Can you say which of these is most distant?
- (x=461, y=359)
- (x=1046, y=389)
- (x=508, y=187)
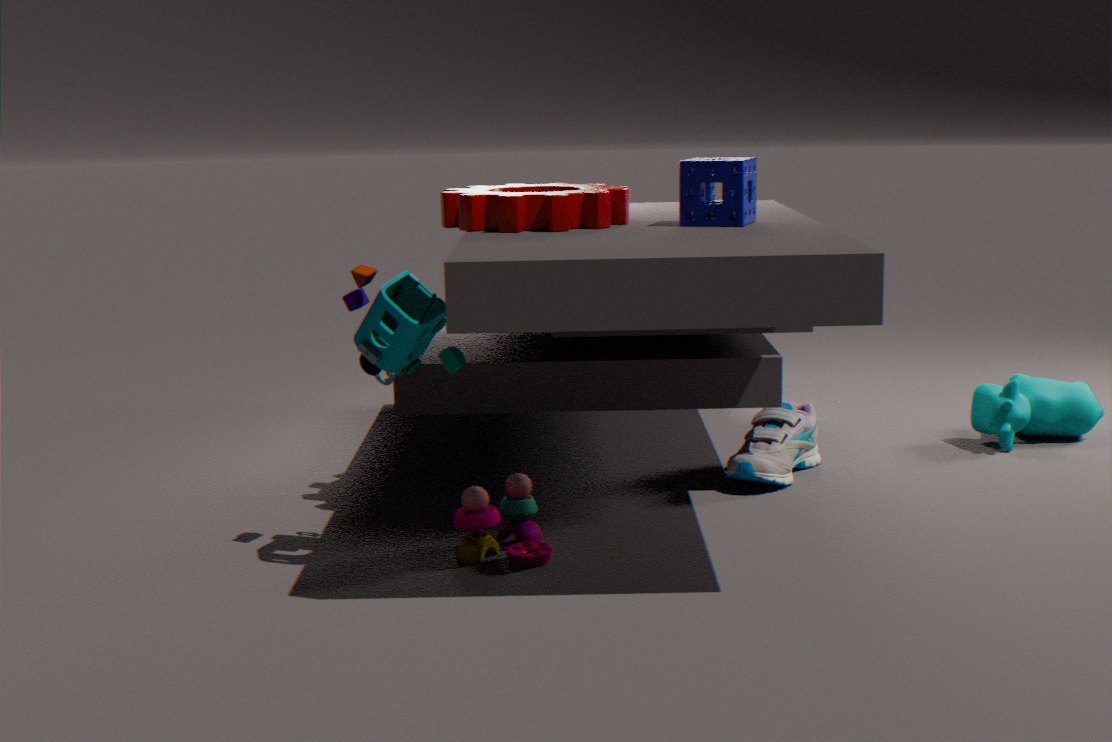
(x=1046, y=389)
